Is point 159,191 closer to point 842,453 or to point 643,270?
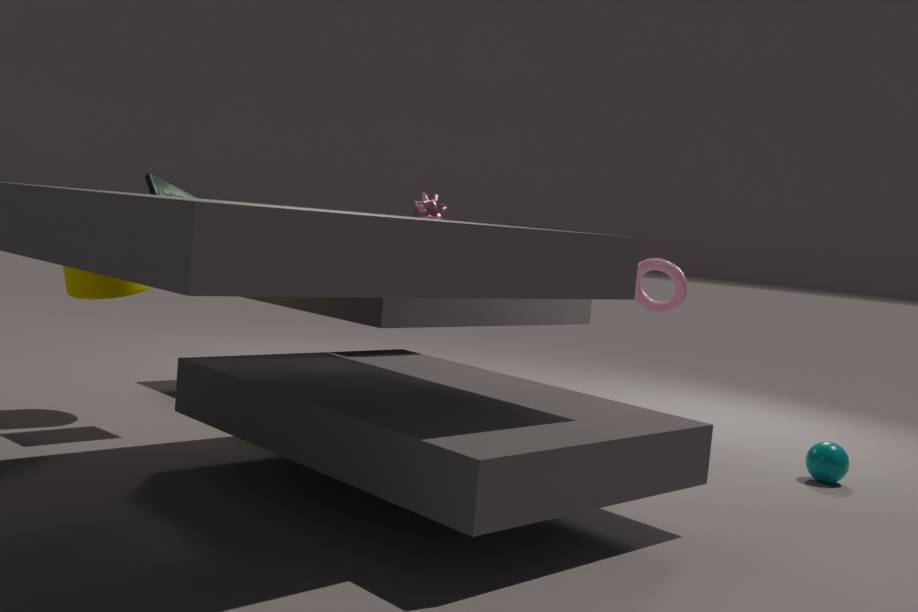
point 643,270
